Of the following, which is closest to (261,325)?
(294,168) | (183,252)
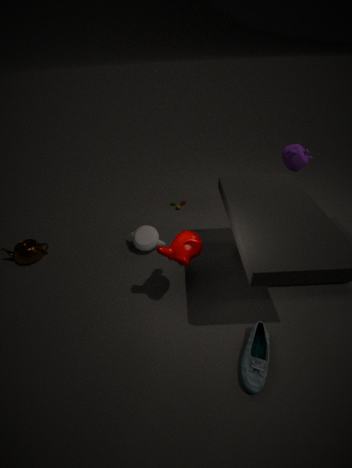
(183,252)
